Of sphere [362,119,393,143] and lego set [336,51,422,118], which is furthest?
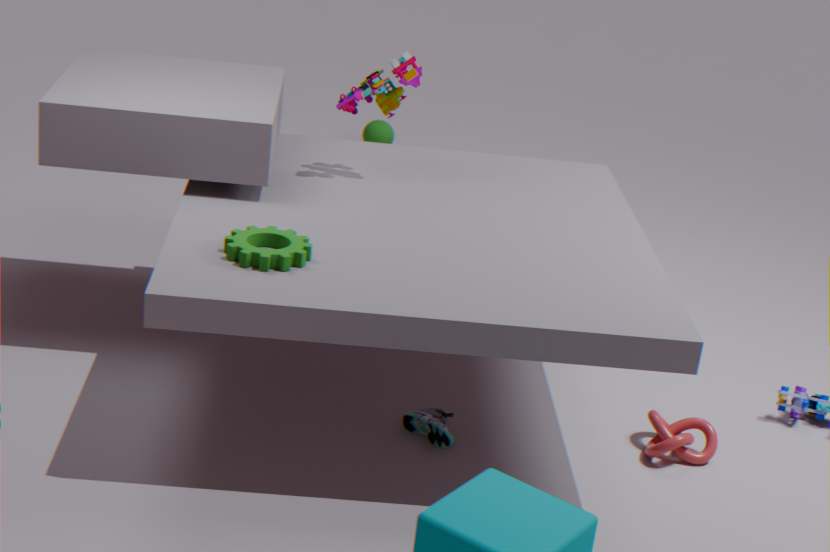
sphere [362,119,393,143]
